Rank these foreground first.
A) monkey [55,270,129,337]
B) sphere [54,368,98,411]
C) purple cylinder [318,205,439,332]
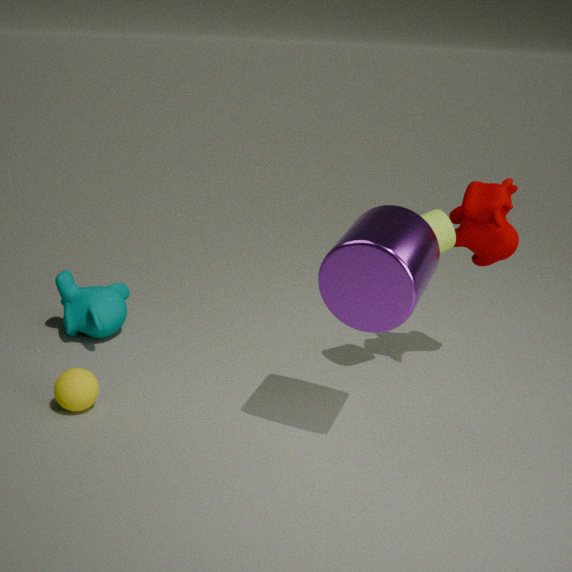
purple cylinder [318,205,439,332], sphere [54,368,98,411], monkey [55,270,129,337]
